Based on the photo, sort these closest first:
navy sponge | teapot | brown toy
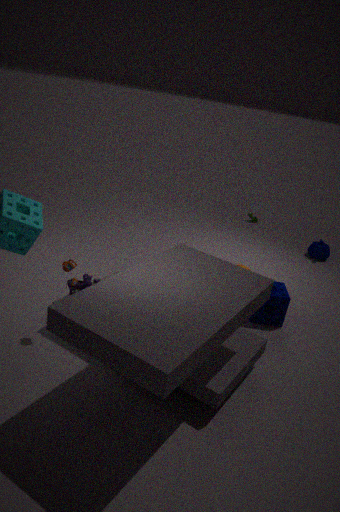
1. brown toy
2. navy sponge
3. teapot
